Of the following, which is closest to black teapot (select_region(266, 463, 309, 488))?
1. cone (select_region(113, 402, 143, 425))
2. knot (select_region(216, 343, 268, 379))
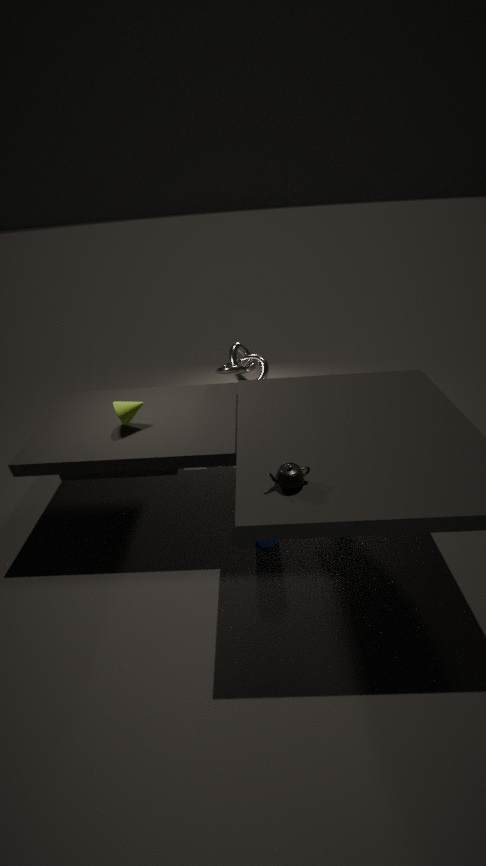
cone (select_region(113, 402, 143, 425))
